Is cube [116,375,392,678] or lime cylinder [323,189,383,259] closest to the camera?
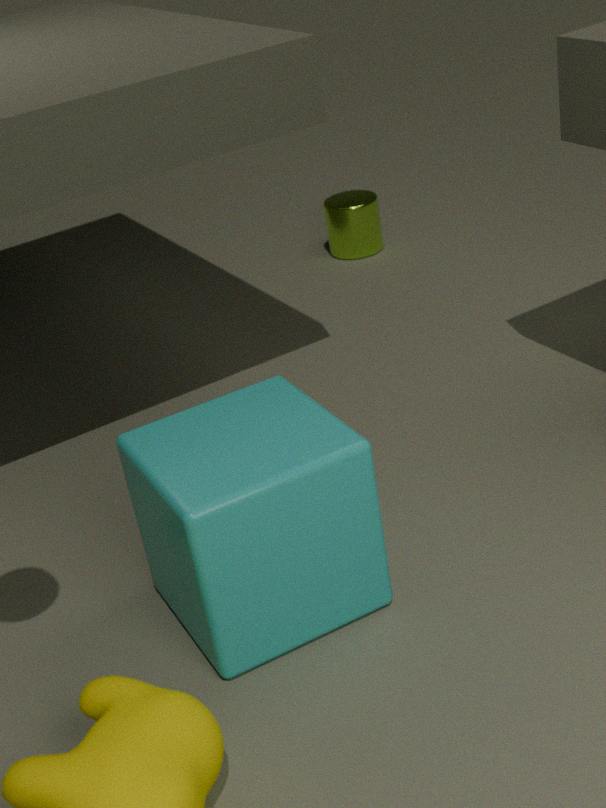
cube [116,375,392,678]
